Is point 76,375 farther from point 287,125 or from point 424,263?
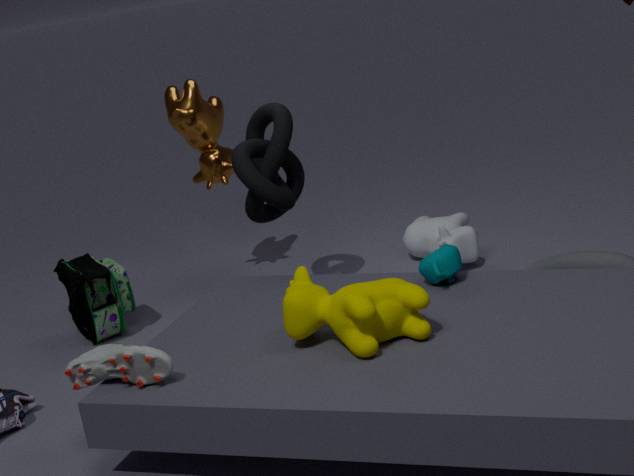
point 287,125
